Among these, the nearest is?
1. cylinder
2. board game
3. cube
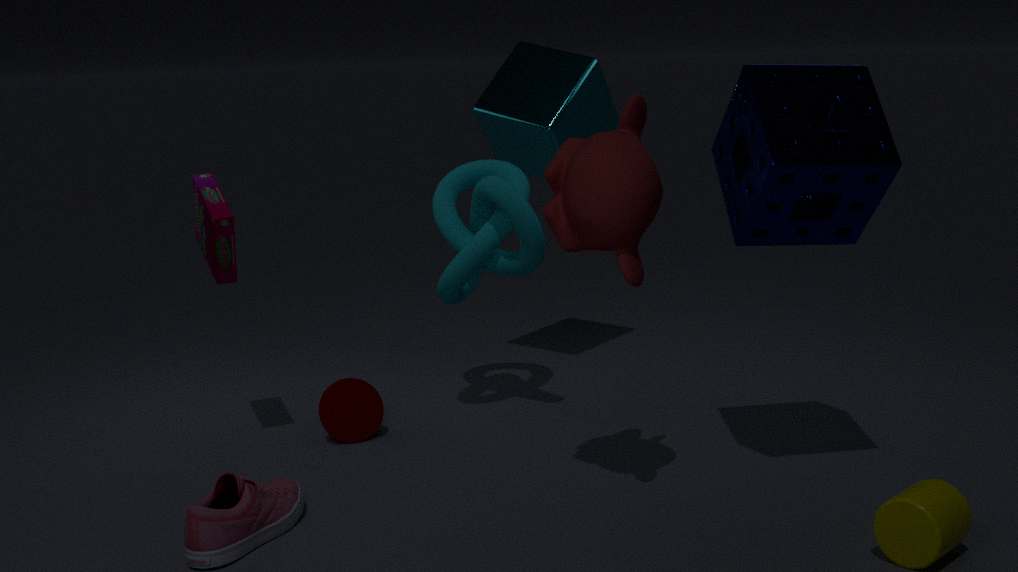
cylinder
